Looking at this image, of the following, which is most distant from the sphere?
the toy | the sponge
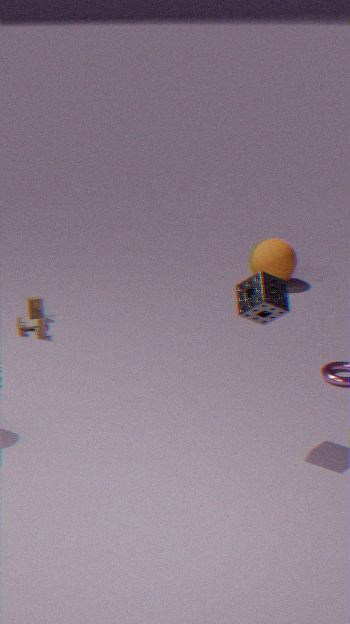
the sponge
